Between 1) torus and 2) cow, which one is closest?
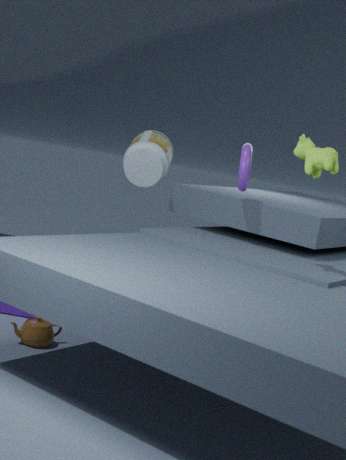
2. cow
